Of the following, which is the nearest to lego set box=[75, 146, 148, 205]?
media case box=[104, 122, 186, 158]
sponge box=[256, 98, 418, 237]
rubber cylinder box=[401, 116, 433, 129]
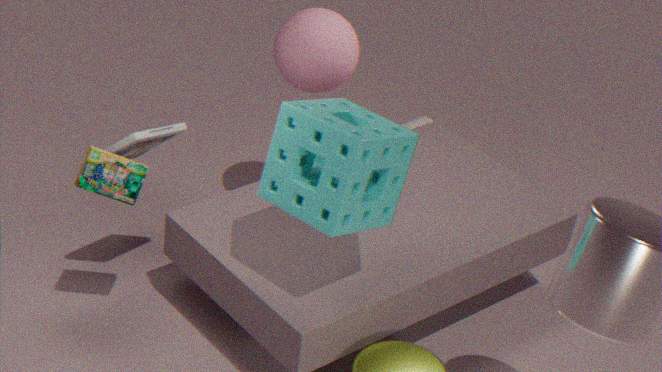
media case box=[104, 122, 186, 158]
